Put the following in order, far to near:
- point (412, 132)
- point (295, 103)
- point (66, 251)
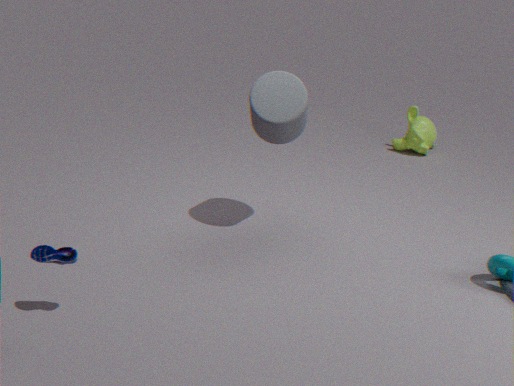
point (412, 132), point (295, 103), point (66, 251)
